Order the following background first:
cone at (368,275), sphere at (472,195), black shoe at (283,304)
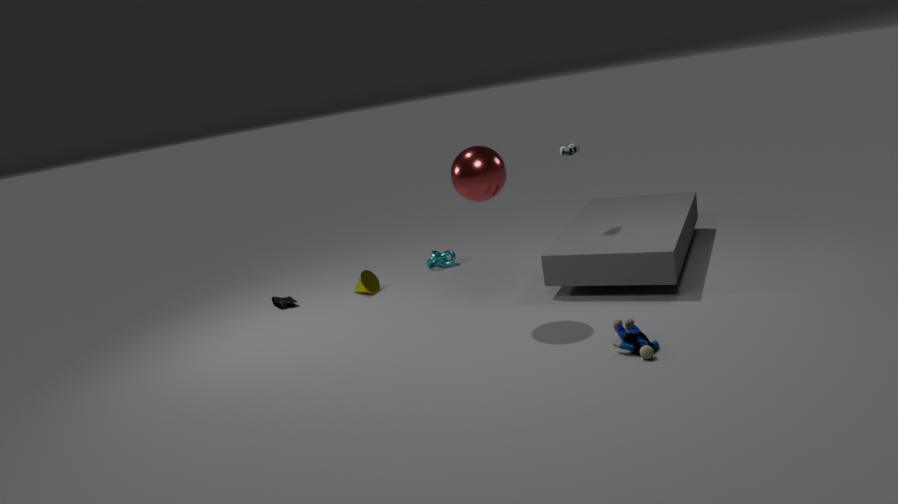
1. black shoe at (283,304)
2. cone at (368,275)
3. sphere at (472,195)
